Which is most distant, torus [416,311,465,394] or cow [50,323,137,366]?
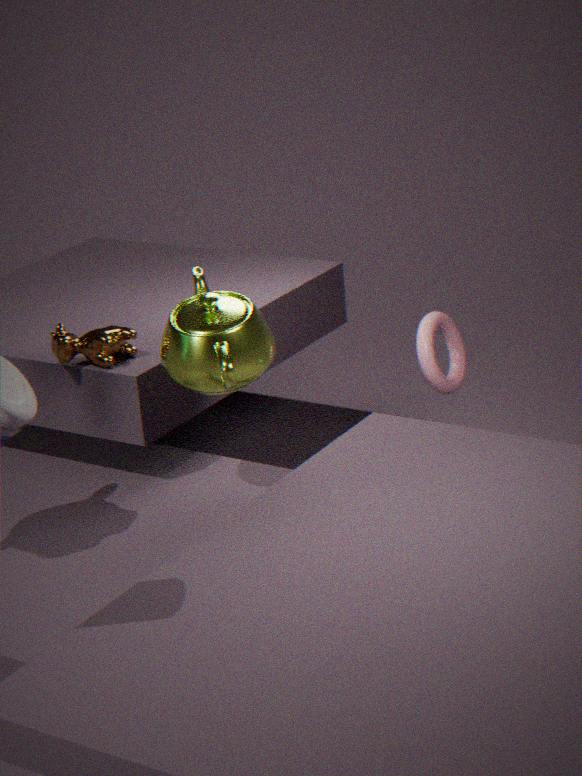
torus [416,311,465,394]
